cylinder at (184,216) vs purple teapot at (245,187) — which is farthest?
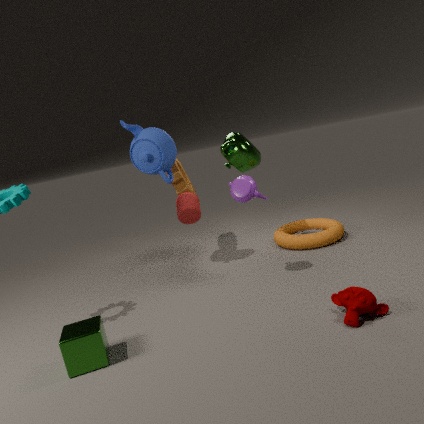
cylinder at (184,216)
